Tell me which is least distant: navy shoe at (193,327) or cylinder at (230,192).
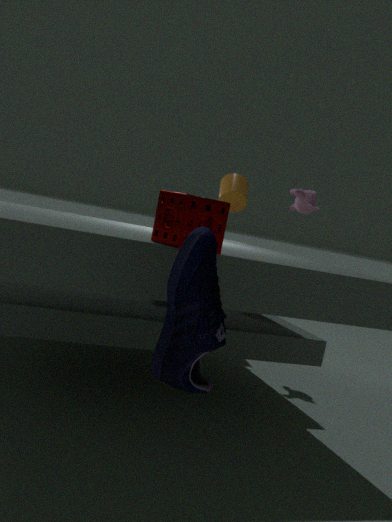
navy shoe at (193,327)
